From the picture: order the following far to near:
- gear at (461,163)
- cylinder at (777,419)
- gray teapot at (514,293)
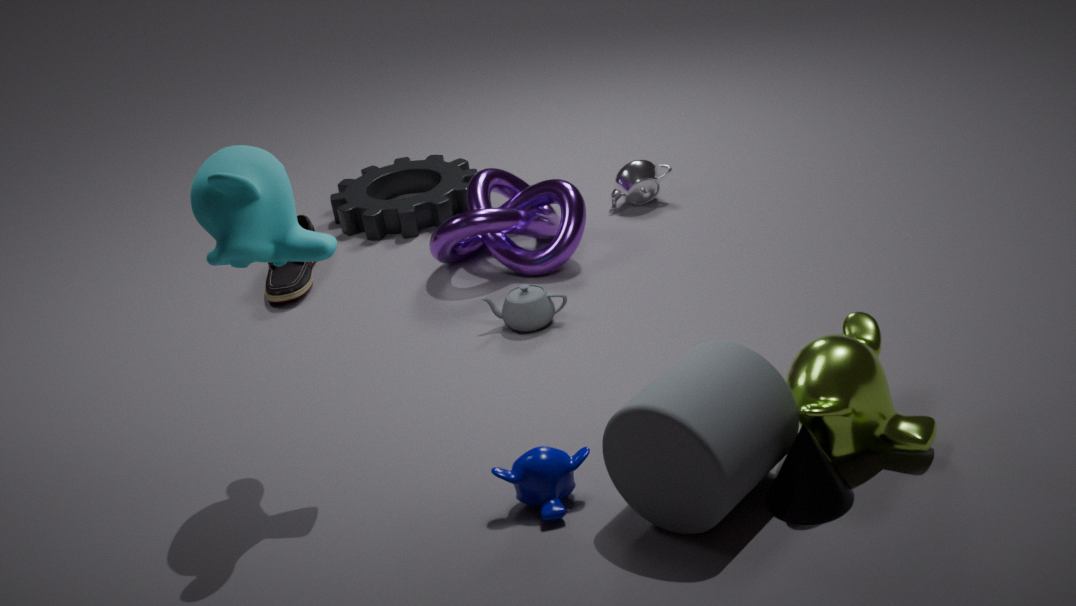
gear at (461,163) < gray teapot at (514,293) < cylinder at (777,419)
